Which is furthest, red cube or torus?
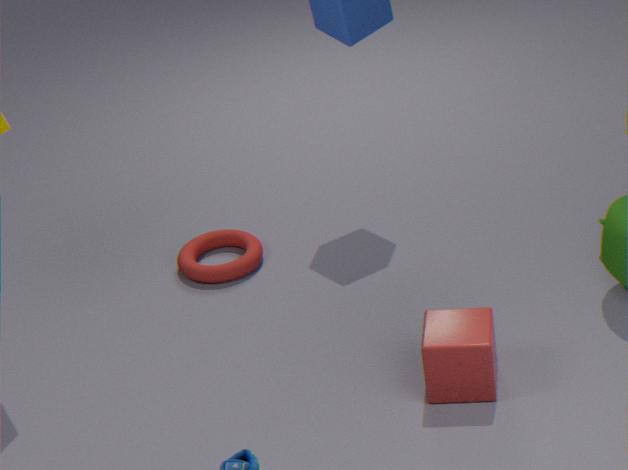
A: torus
